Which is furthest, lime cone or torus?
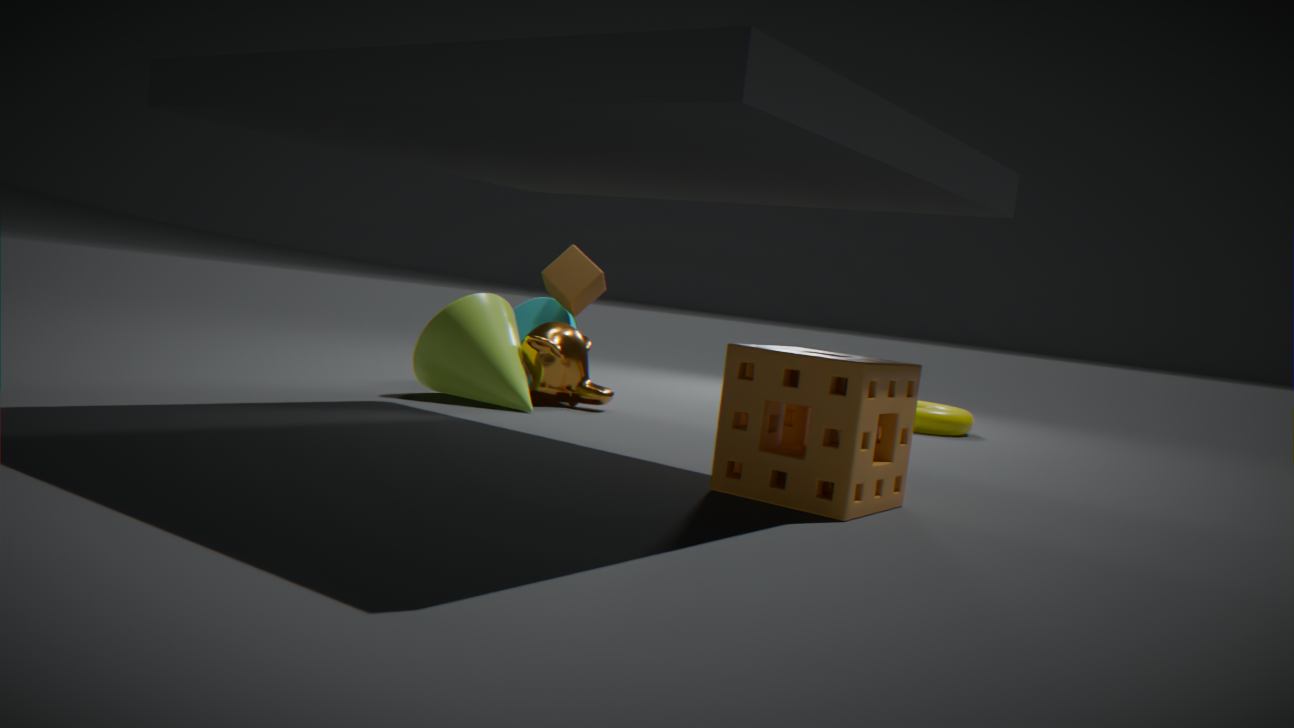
torus
